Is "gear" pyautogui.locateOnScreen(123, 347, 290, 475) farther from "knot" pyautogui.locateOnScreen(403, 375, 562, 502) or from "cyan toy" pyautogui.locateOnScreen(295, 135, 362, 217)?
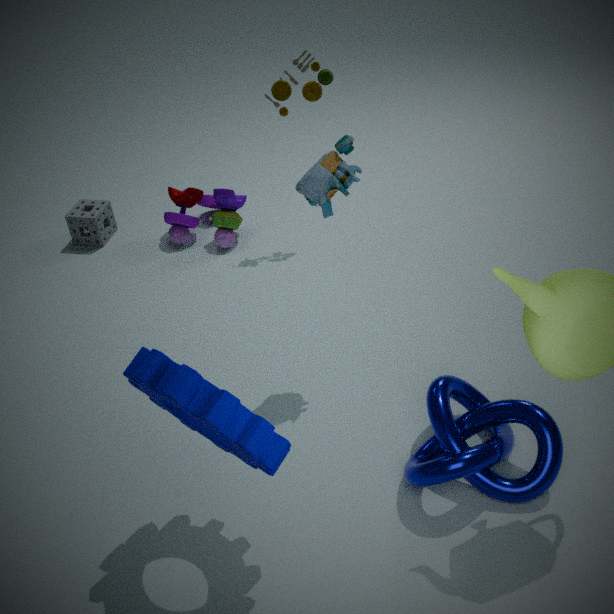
"cyan toy" pyautogui.locateOnScreen(295, 135, 362, 217)
